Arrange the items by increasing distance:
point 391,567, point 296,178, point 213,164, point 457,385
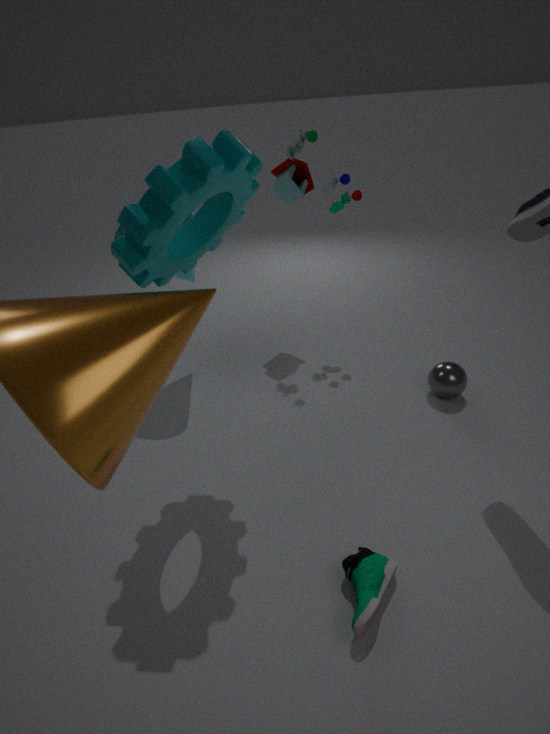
point 213,164 < point 391,567 < point 457,385 < point 296,178
